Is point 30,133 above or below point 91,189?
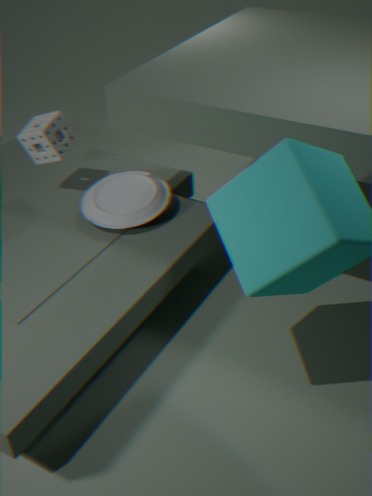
above
